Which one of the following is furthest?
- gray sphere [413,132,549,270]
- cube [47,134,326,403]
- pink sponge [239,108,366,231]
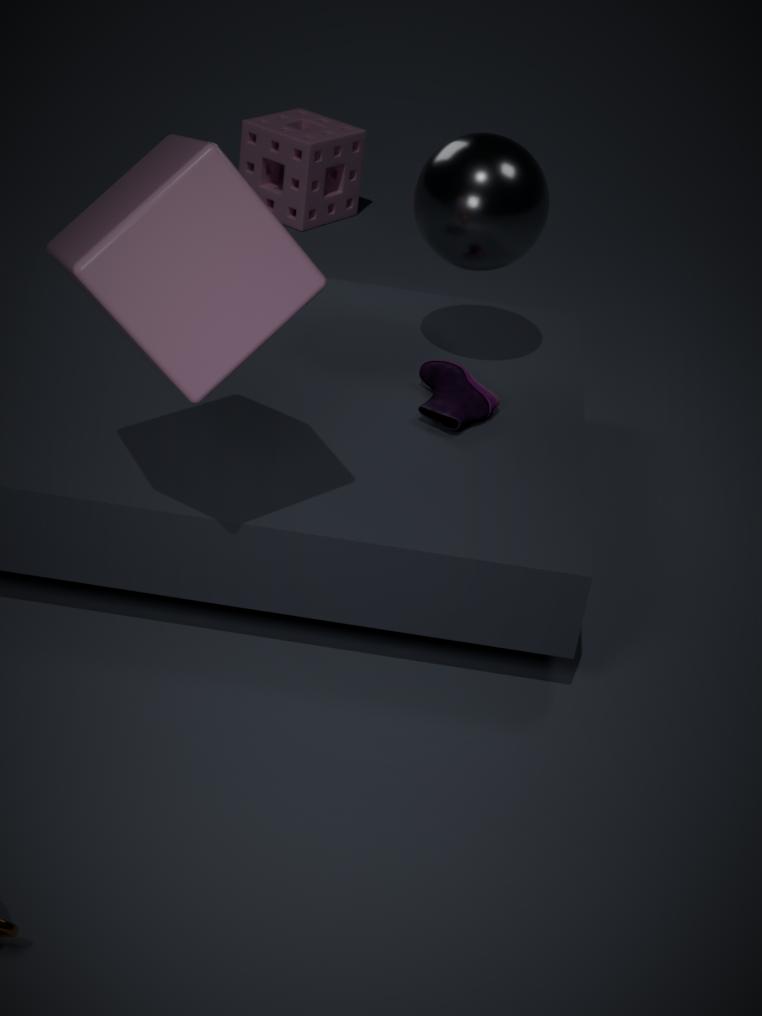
pink sponge [239,108,366,231]
